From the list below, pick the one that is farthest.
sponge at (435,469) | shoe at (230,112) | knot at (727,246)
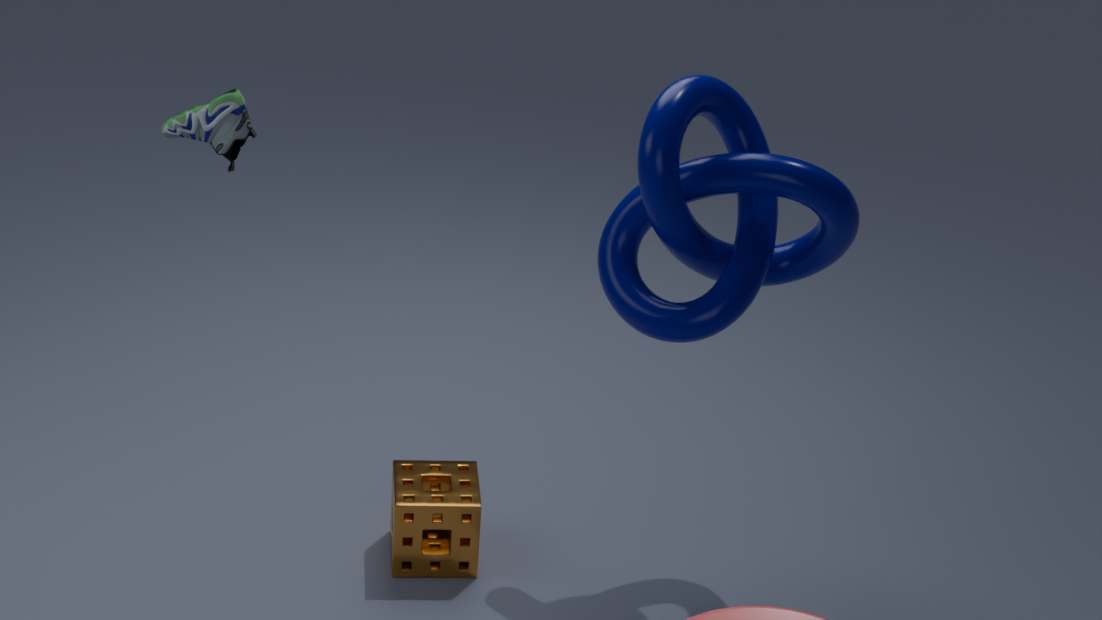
sponge at (435,469)
